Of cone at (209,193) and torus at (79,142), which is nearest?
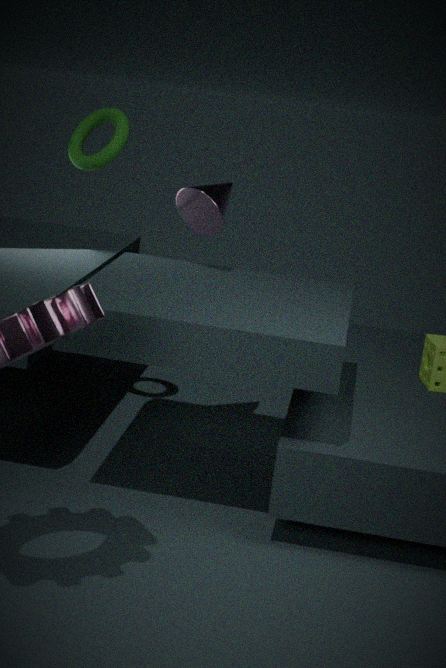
cone at (209,193)
